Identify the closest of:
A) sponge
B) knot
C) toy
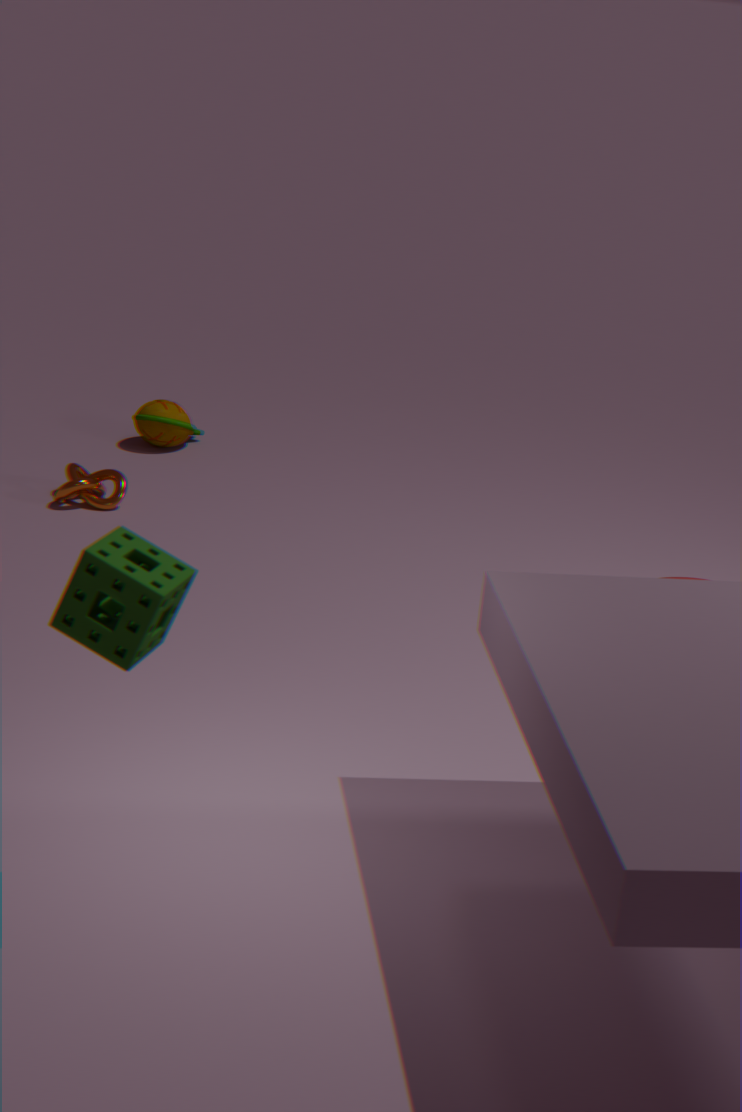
sponge
